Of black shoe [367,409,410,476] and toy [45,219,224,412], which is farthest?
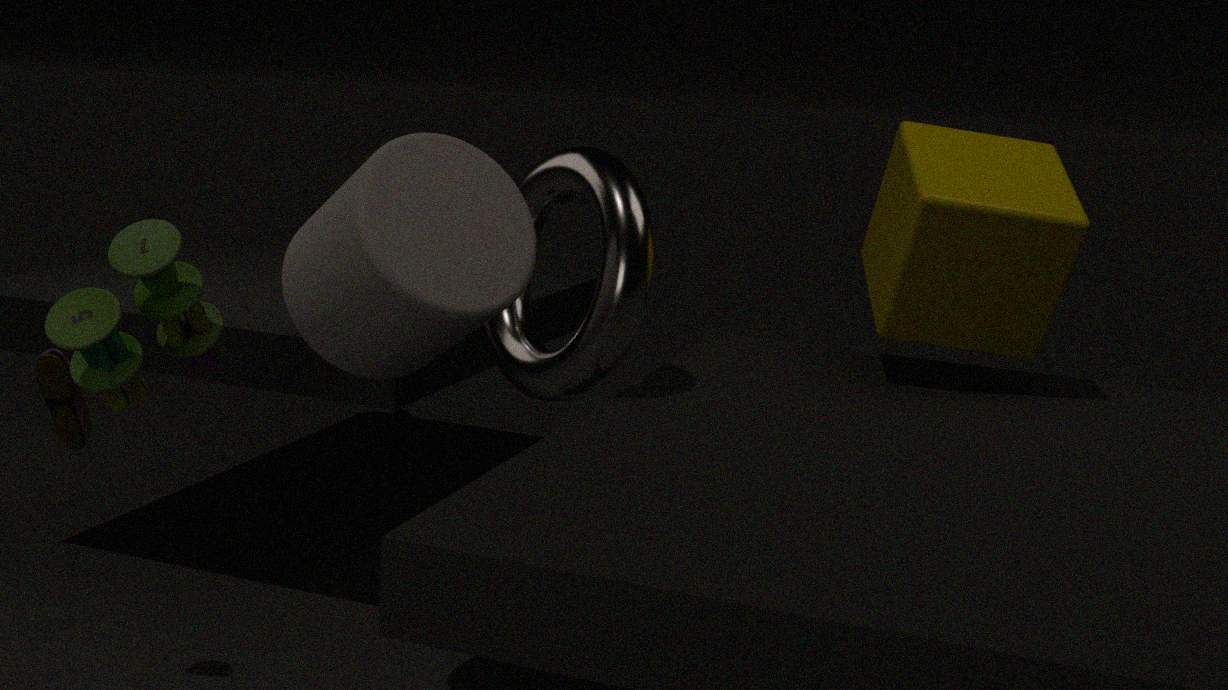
black shoe [367,409,410,476]
